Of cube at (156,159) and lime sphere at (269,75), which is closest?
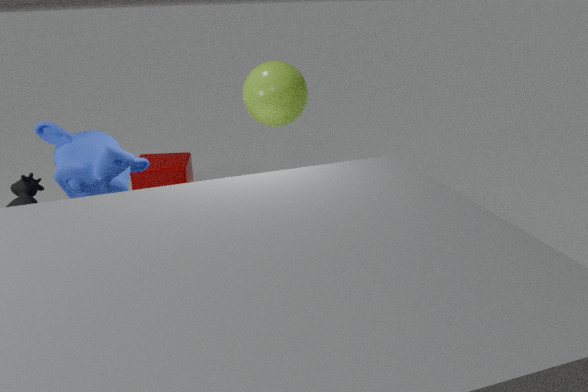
lime sphere at (269,75)
